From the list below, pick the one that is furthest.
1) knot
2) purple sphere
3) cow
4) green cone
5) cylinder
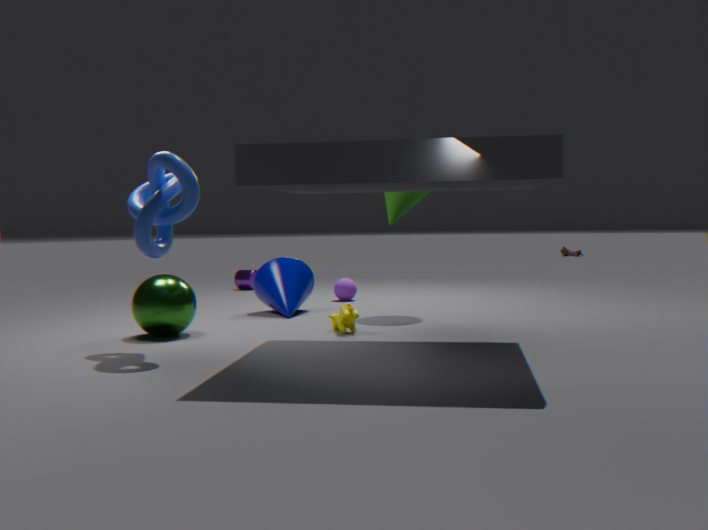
5. cylinder
